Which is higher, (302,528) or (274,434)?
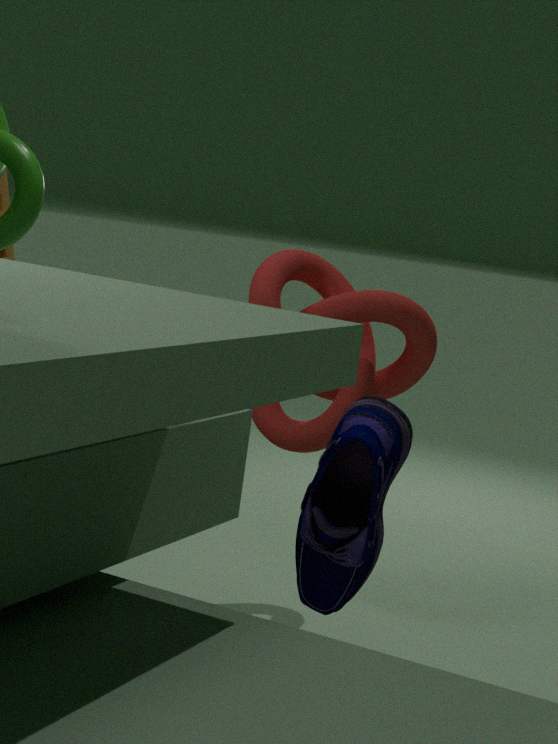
(302,528)
